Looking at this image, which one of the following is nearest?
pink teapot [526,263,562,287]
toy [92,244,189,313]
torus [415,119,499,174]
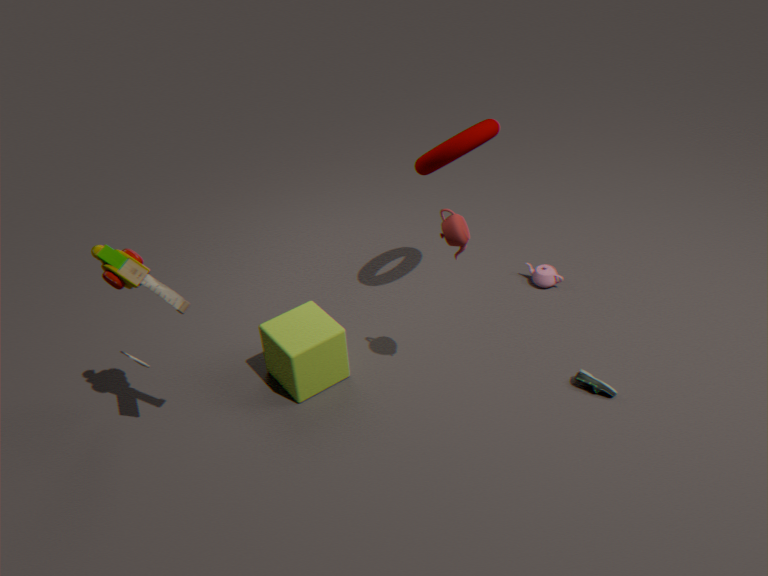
toy [92,244,189,313]
